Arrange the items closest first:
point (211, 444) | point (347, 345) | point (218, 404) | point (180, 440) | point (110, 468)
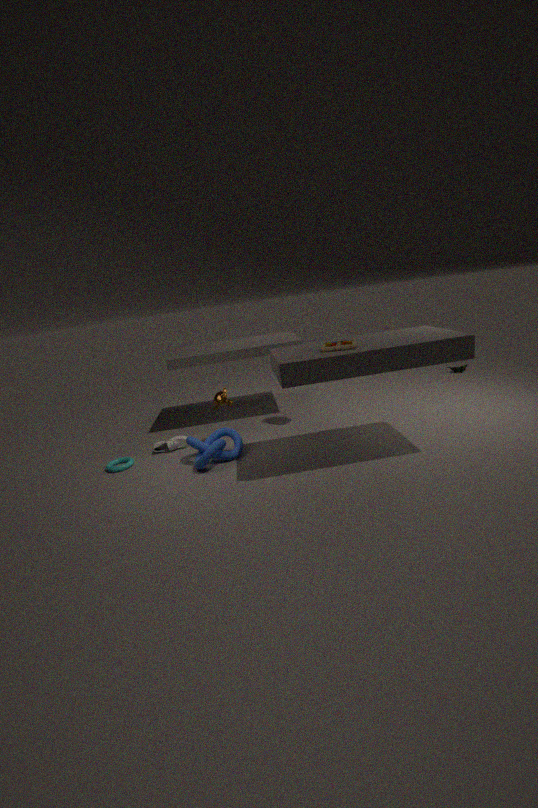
point (347, 345) → point (211, 444) → point (110, 468) → point (218, 404) → point (180, 440)
